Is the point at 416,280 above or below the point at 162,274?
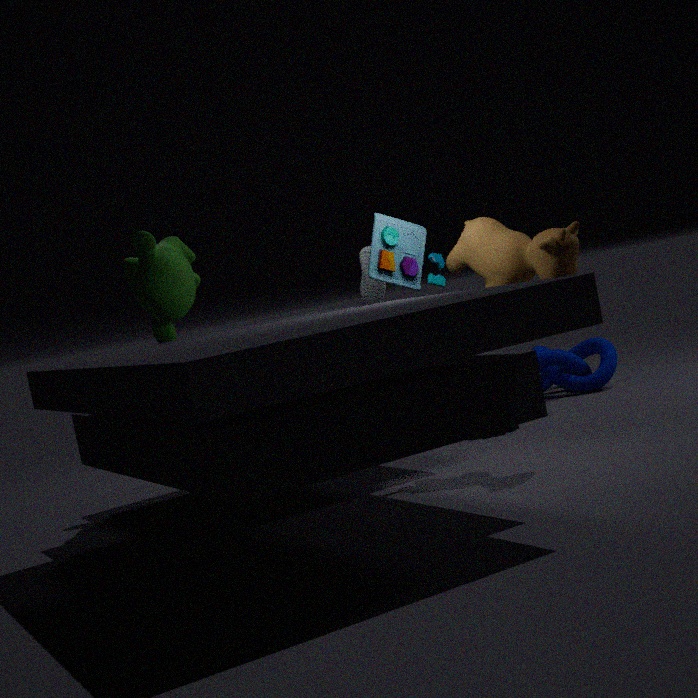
below
